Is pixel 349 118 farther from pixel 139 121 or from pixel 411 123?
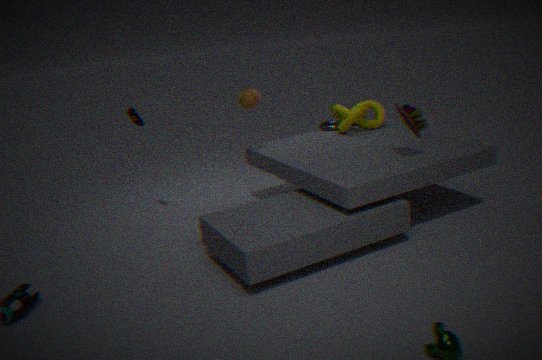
pixel 139 121
